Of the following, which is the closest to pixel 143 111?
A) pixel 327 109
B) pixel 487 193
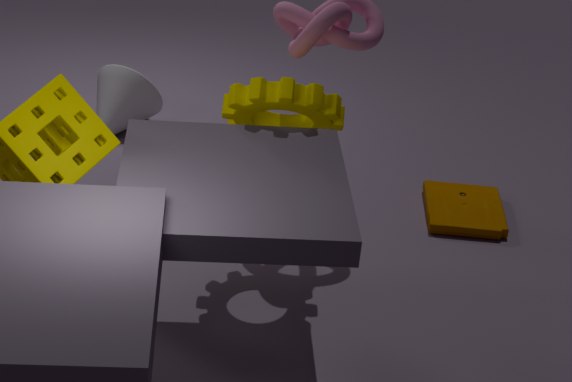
pixel 327 109
